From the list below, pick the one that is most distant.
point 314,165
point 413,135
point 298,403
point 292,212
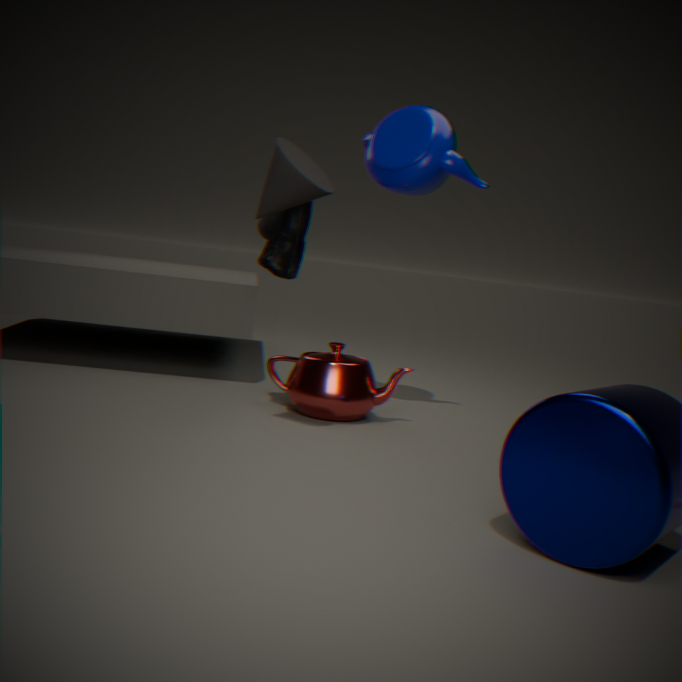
point 413,135
